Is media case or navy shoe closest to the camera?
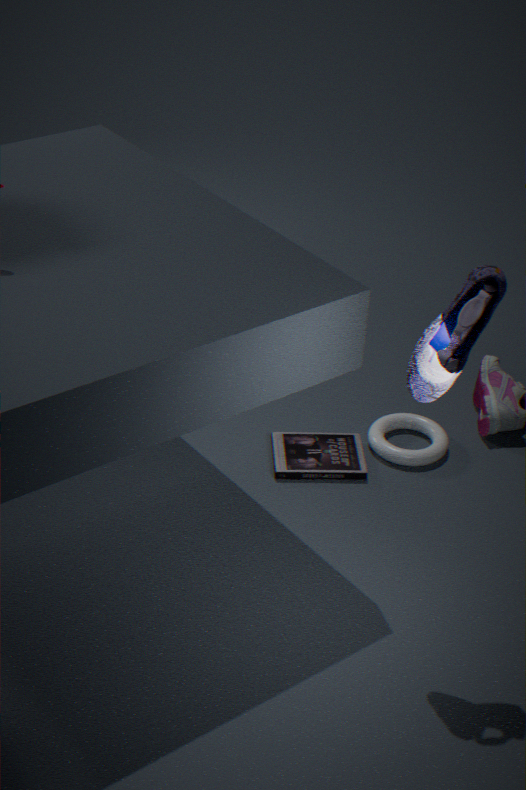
navy shoe
